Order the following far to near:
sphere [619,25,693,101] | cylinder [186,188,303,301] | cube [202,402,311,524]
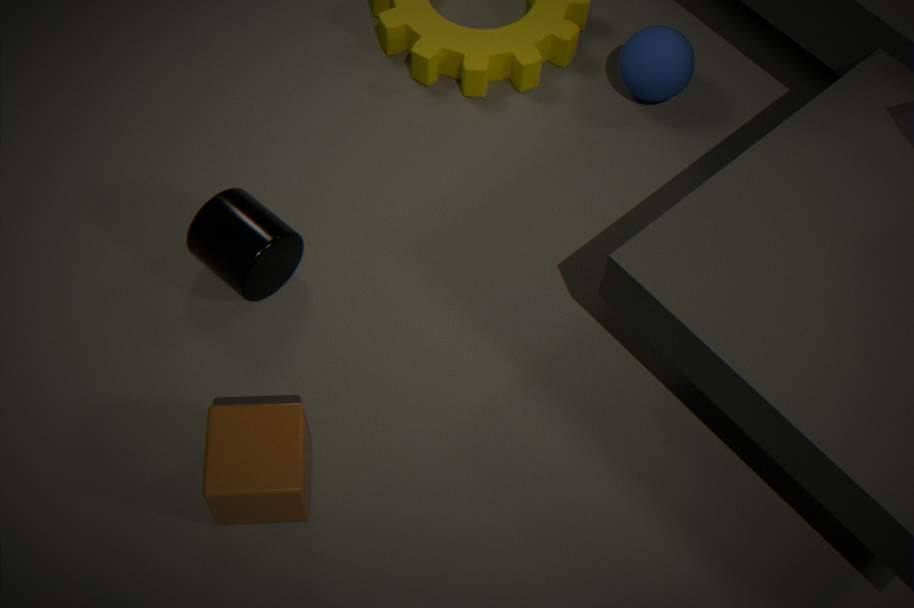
sphere [619,25,693,101] → cylinder [186,188,303,301] → cube [202,402,311,524]
